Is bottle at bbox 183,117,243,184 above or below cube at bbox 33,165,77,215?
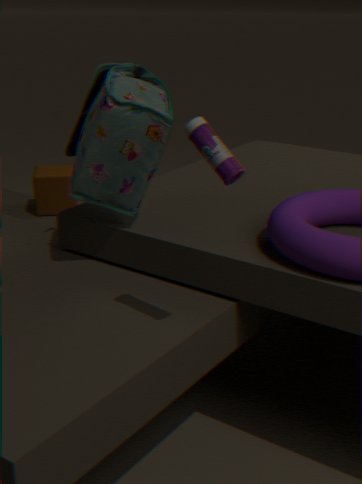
above
